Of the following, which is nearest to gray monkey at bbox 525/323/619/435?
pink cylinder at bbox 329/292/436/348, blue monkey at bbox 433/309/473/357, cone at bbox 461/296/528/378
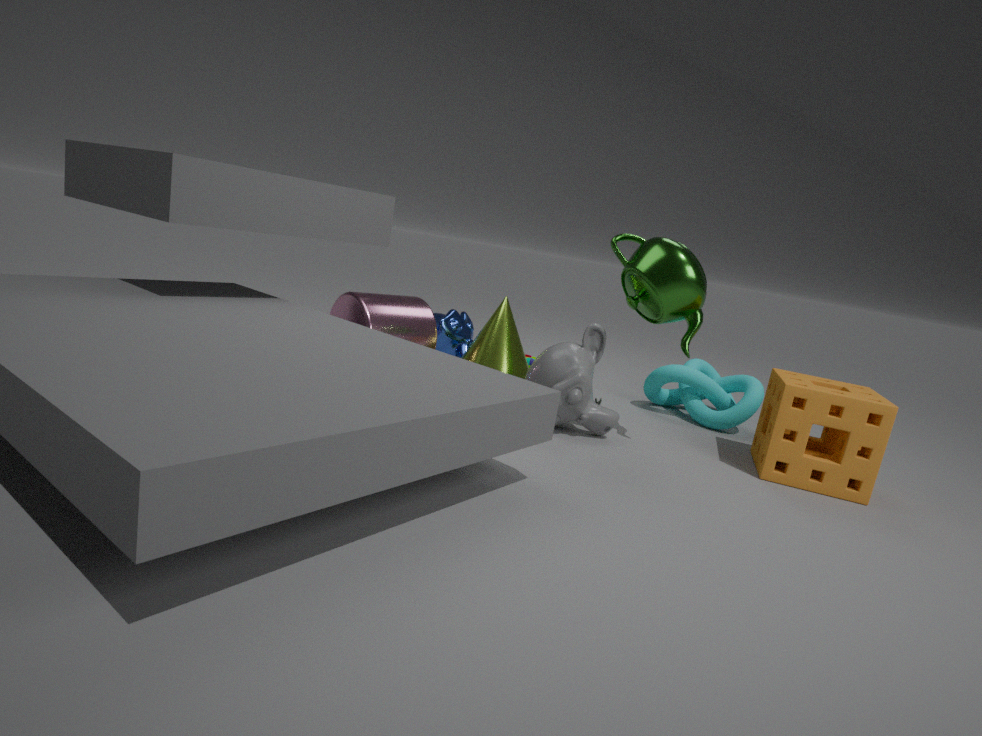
cone at bbox 461/296/528/378
